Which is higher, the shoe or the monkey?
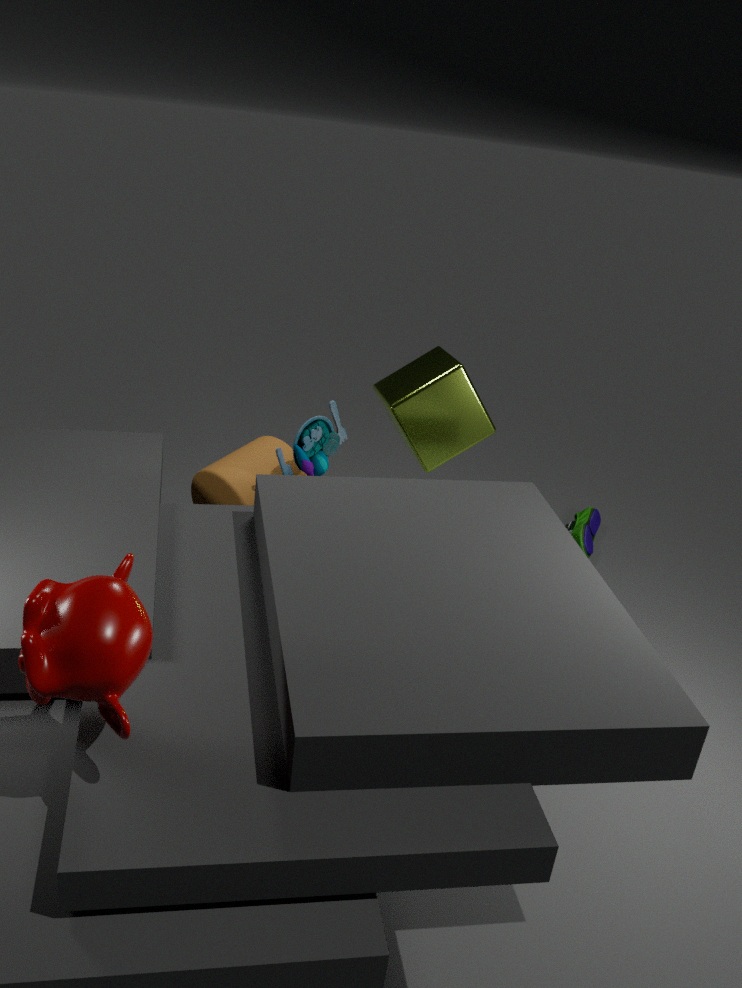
the monkey
